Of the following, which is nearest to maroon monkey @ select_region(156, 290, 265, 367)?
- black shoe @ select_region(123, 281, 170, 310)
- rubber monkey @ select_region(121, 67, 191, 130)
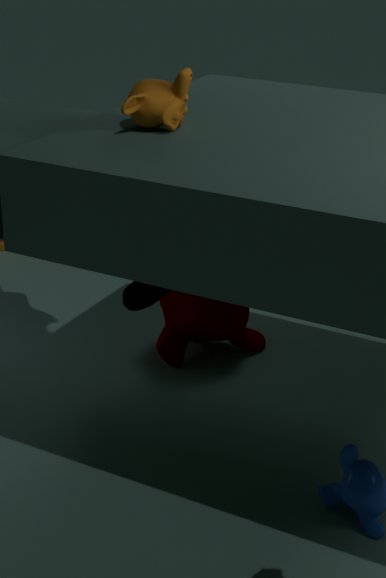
black shoe @ select_region(123, 281, 170, 310)
